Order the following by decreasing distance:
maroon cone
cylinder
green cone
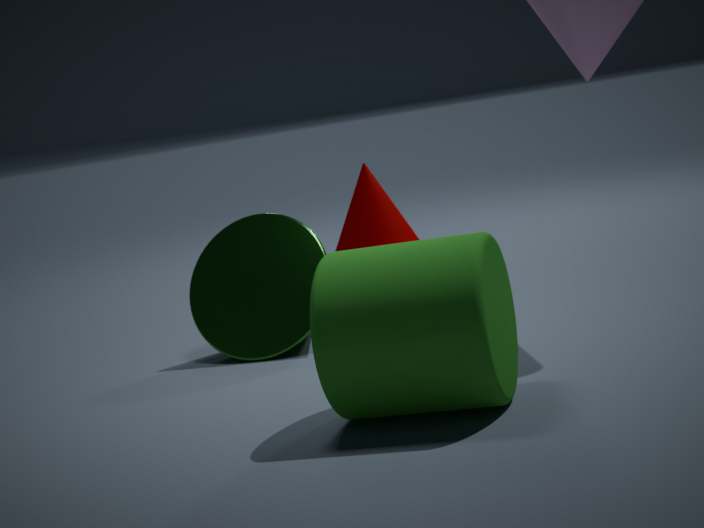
maroon cone → green cone → cylinder
